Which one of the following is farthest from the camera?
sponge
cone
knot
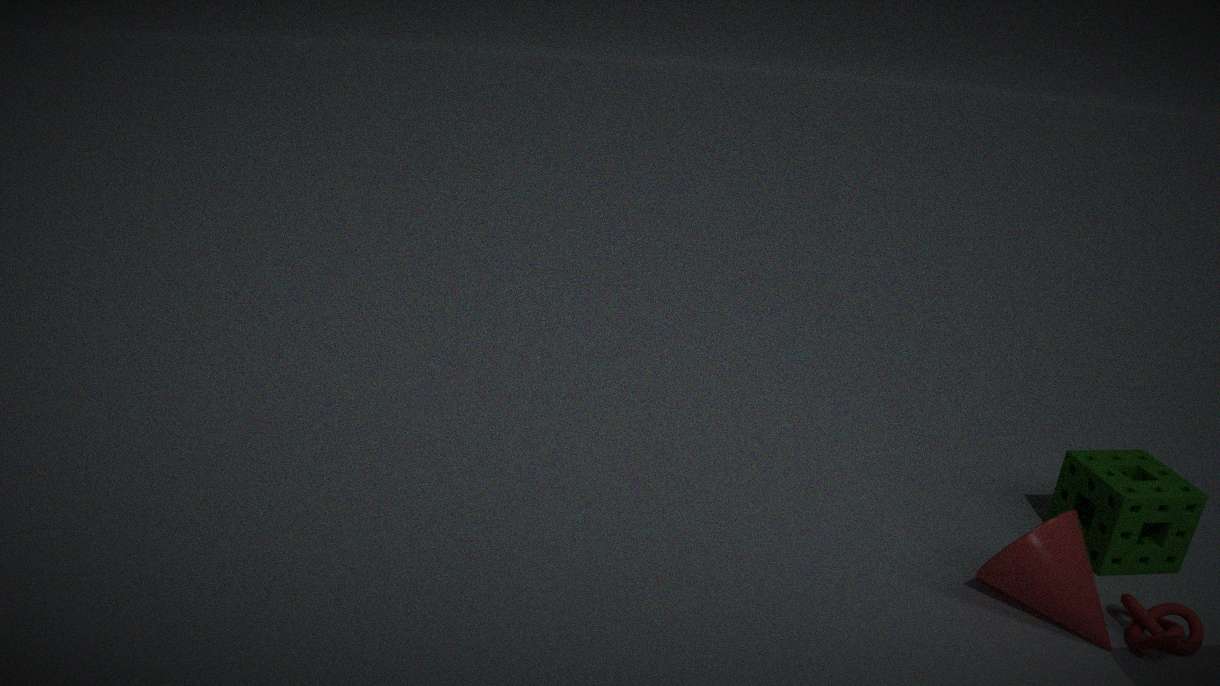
sponge
